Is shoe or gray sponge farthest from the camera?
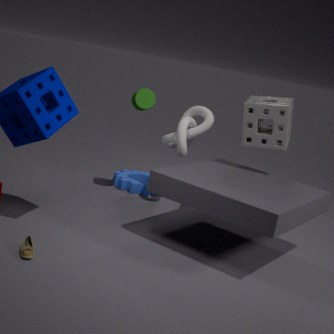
gray sponge
